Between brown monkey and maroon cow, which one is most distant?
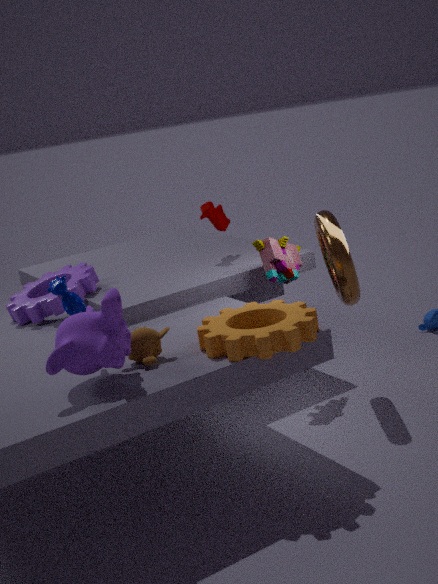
maroon cow
